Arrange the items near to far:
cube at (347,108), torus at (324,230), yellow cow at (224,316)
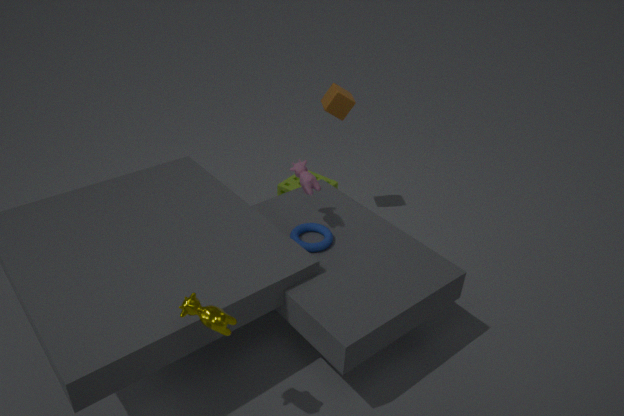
1. yellow cow at (224,316)
2. torus at (324,230)
3. cube at (347,108)
